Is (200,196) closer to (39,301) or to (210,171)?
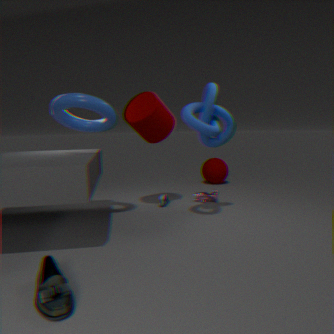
(210,171)
